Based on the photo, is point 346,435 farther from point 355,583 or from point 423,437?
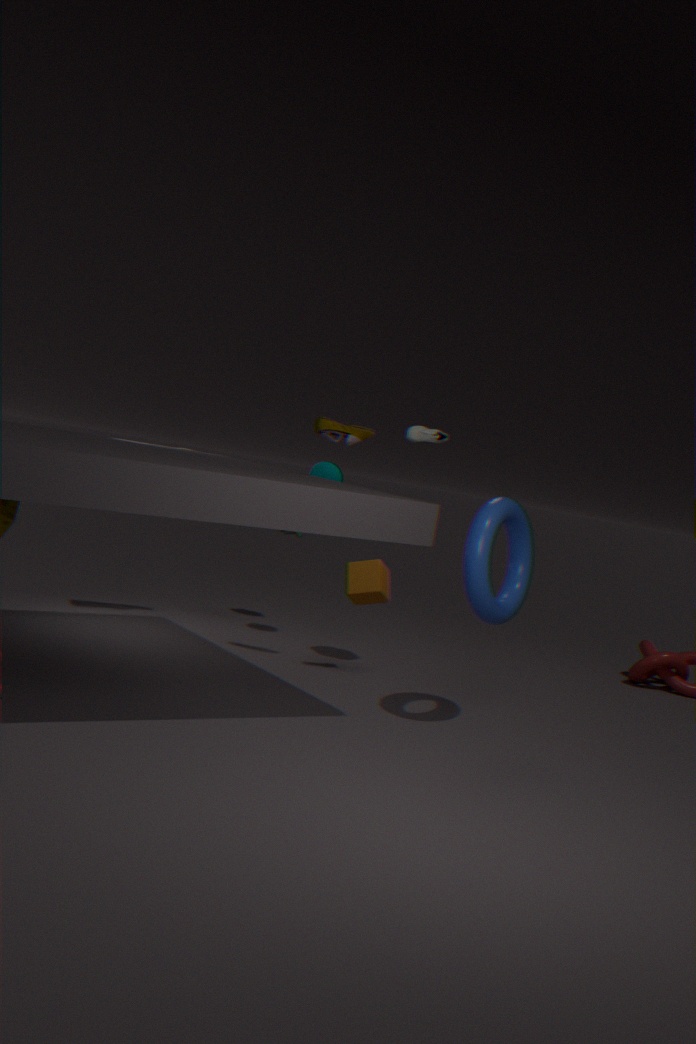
point 355,583
